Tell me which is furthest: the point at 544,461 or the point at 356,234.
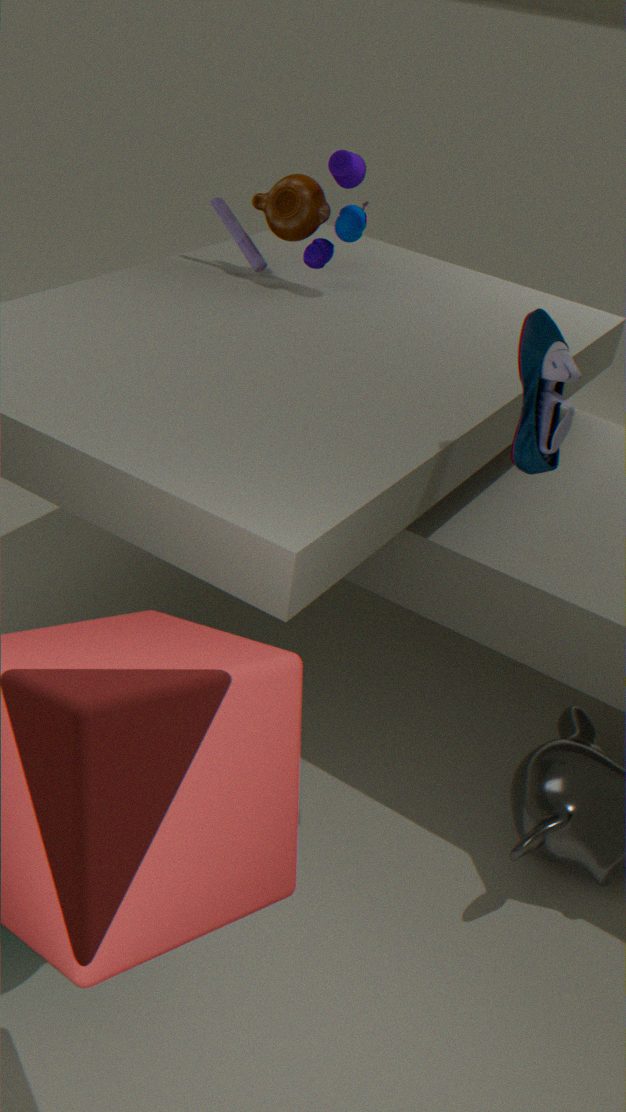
the point at 356,234
